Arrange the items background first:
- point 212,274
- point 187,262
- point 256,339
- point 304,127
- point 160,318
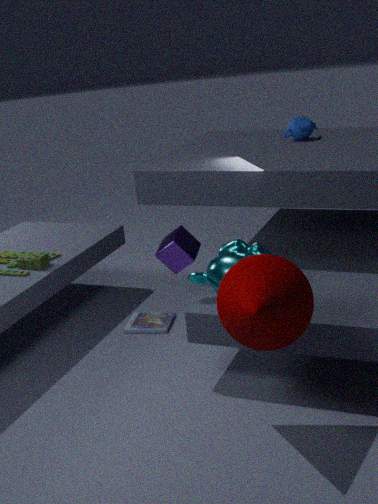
point 304,127 → point 160,318 → point 187,262 → point 212,274 → point 256,339
